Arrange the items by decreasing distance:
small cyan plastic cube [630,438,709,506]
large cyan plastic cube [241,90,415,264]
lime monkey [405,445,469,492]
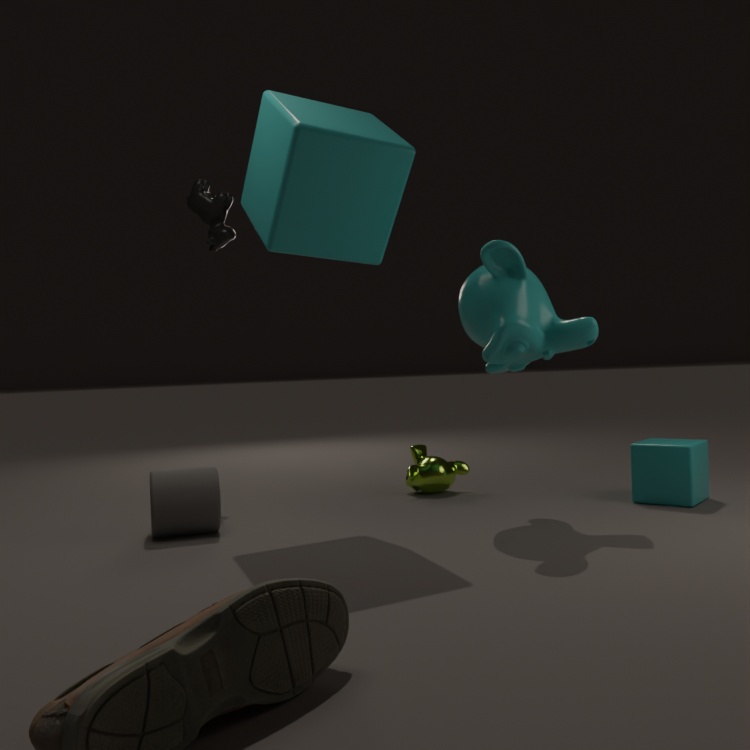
lime monkey [405,445,469,492] → small cyan plastic cube [630,438,709,506] → large cyan plastic cube [241,90,415,264]
